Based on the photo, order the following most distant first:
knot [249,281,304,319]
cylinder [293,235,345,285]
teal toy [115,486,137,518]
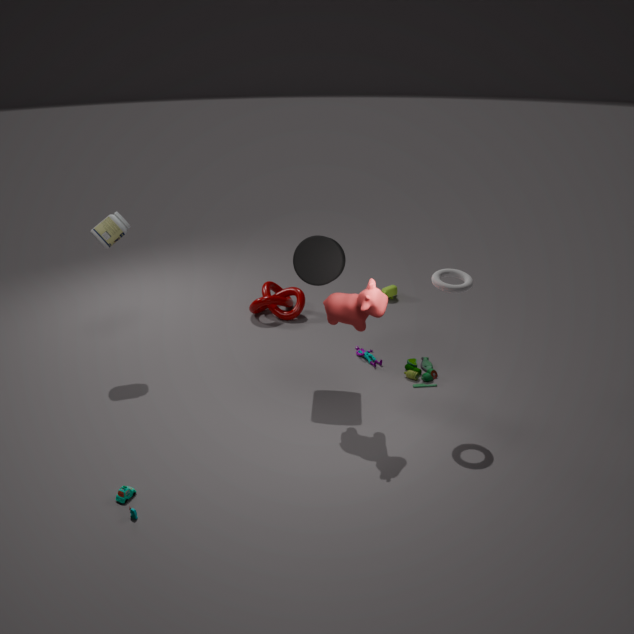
knot [249,281,304,319] → cylinder [293,235,345,285] → teal toy [115,486,137,518]
